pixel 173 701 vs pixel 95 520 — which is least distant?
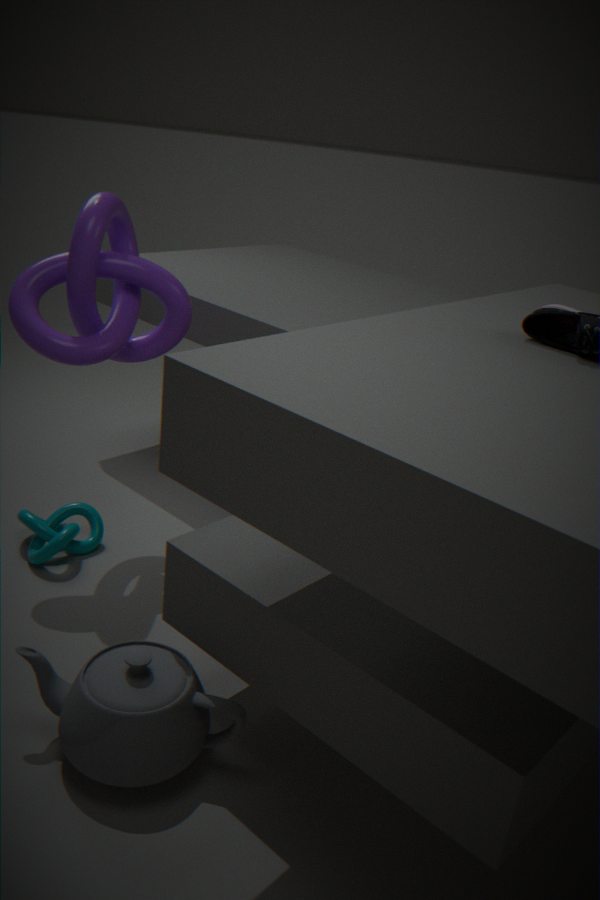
pixel 173 701
